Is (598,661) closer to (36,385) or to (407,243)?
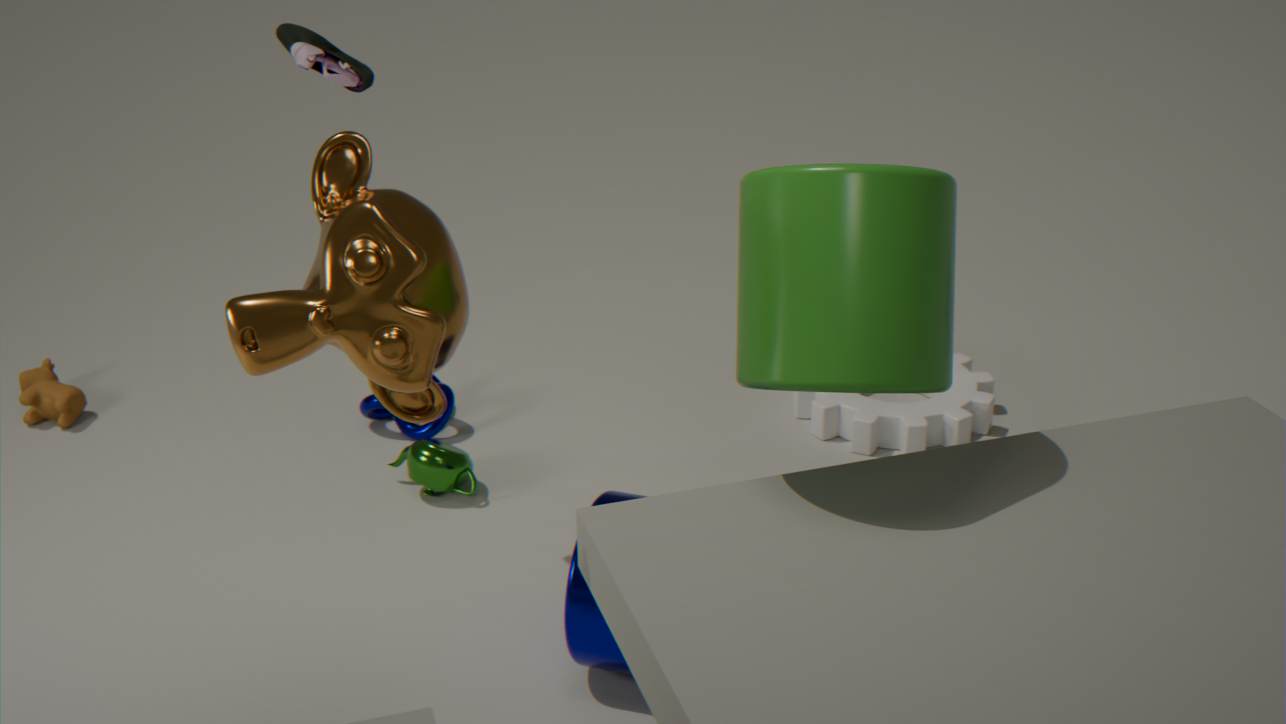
(407,243)
